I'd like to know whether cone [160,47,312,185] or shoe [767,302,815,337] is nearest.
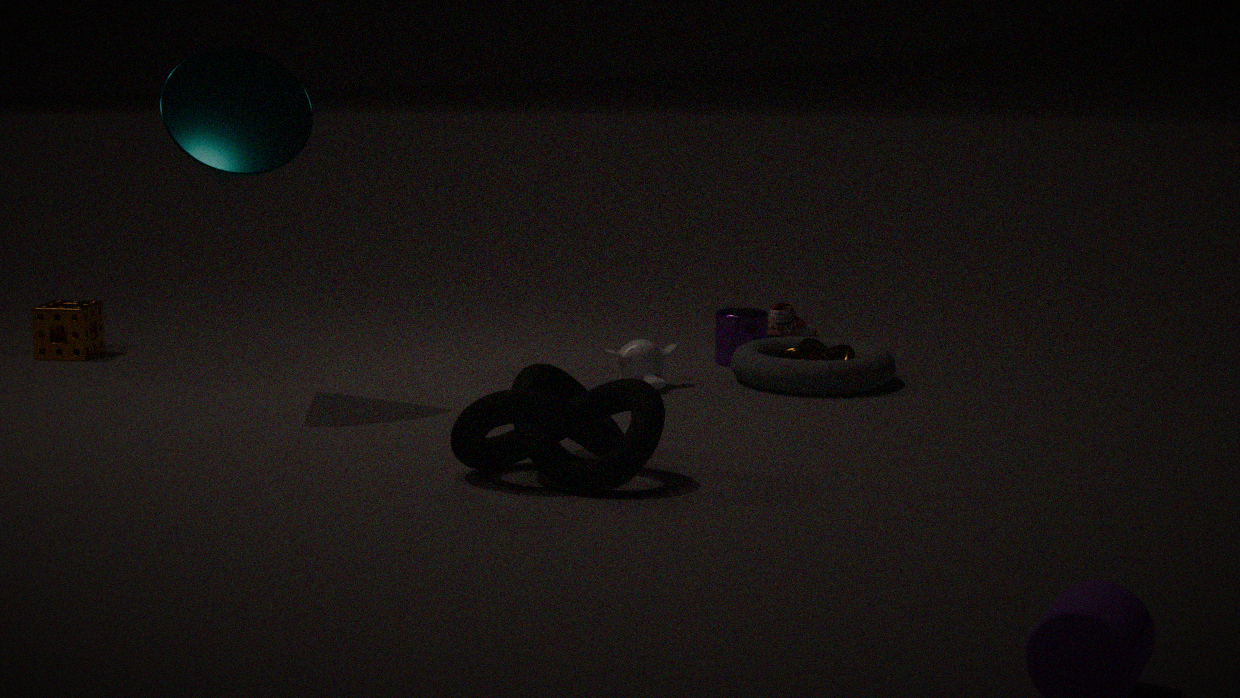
cone [160,47,312,185]
